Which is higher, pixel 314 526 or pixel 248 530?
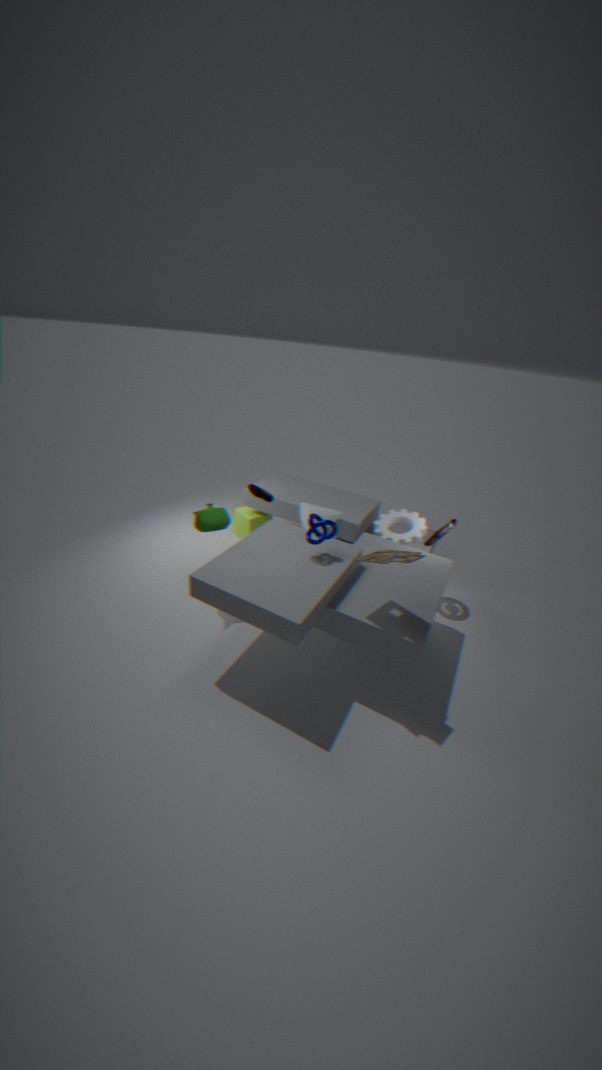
pixel 314 526
